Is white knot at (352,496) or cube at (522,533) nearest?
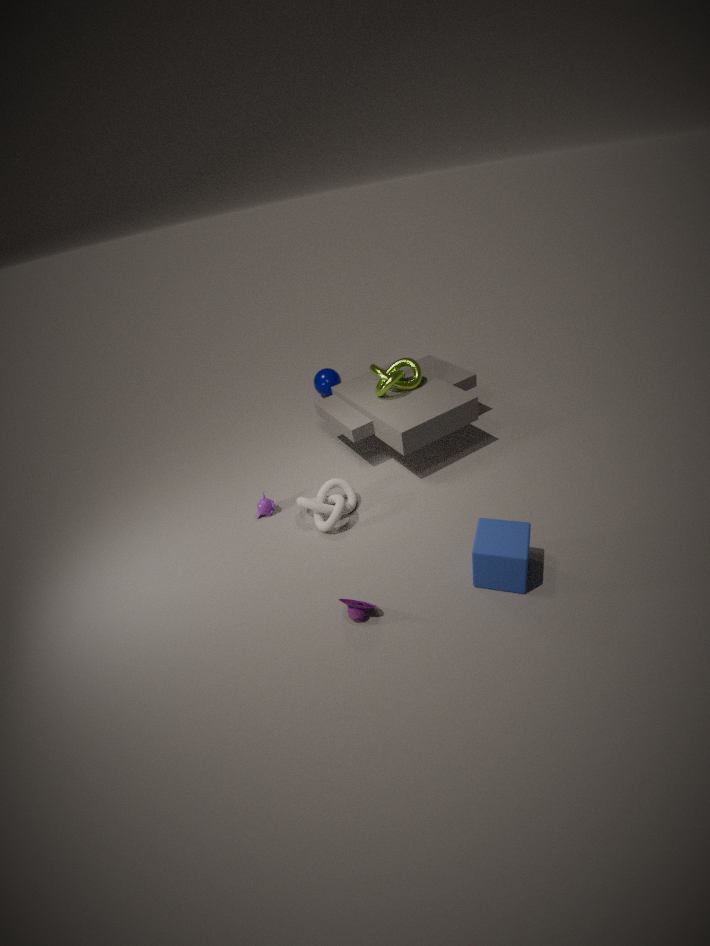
cube at (522,533)
